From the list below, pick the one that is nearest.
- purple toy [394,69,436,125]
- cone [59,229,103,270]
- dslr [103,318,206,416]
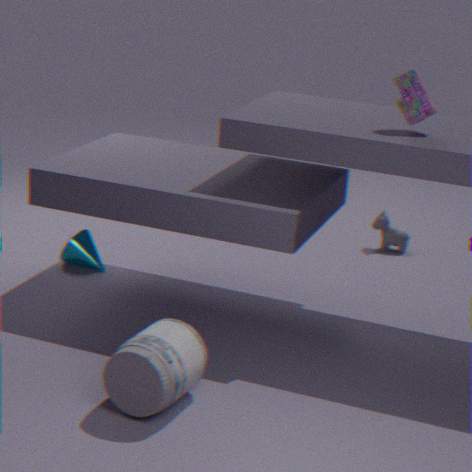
dslr [103,318,206,416]
